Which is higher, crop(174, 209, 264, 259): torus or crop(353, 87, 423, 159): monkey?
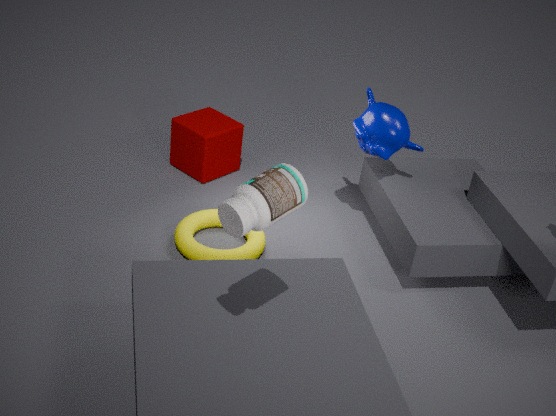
crop(353, 87, 423, 159): monkey
